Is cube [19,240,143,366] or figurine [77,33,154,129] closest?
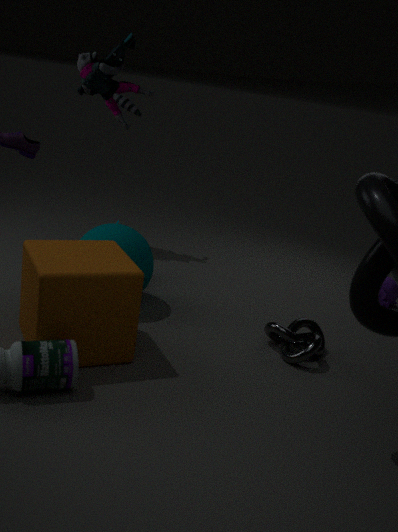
cube [19,240,143,366]
